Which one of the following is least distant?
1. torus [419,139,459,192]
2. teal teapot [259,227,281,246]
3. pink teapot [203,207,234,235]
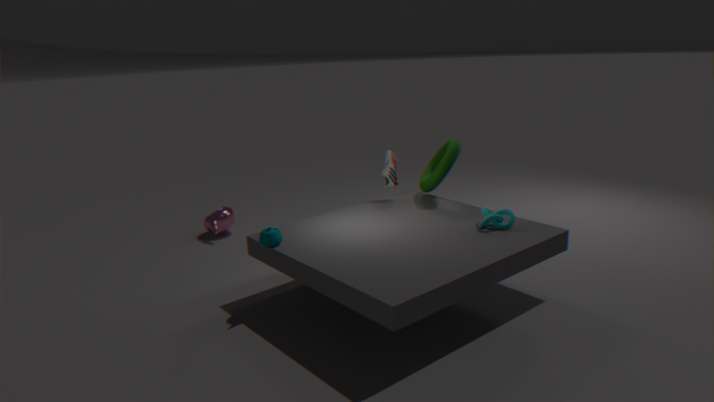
teal teapot [259,227,281,246]
